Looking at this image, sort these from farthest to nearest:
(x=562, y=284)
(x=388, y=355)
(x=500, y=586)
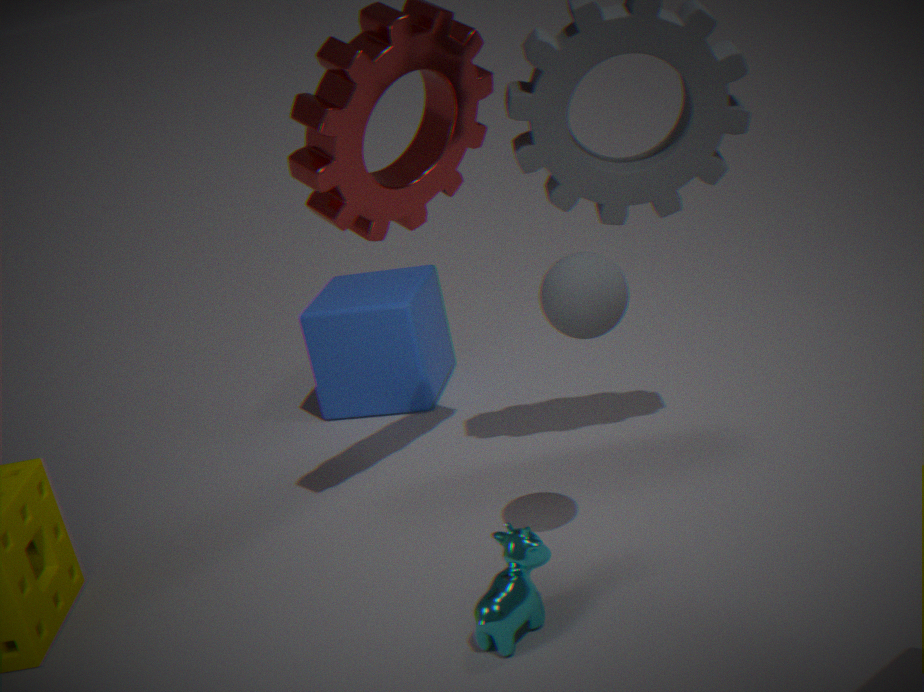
(x=388, y=355) → (x=500, y=586) → (x=562, y=284)
